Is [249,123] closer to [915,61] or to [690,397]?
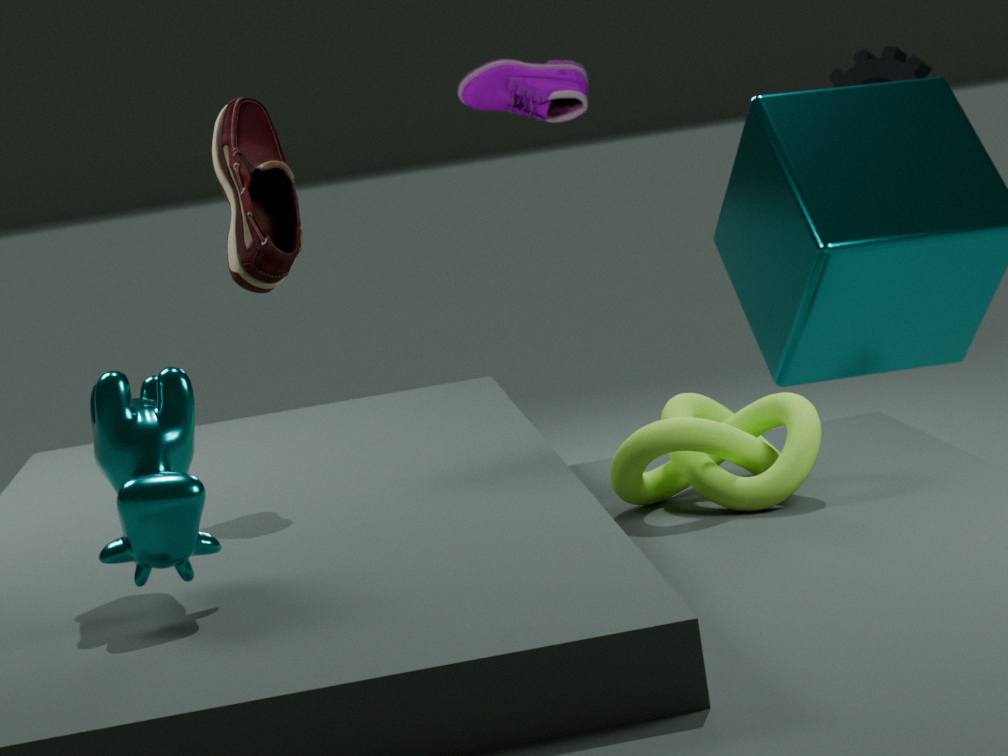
[690,397]
